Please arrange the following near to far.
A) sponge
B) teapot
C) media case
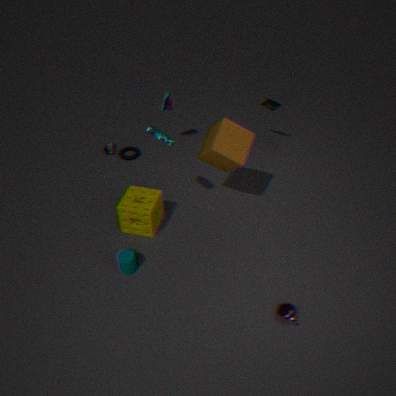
teapot → sponge → media case
